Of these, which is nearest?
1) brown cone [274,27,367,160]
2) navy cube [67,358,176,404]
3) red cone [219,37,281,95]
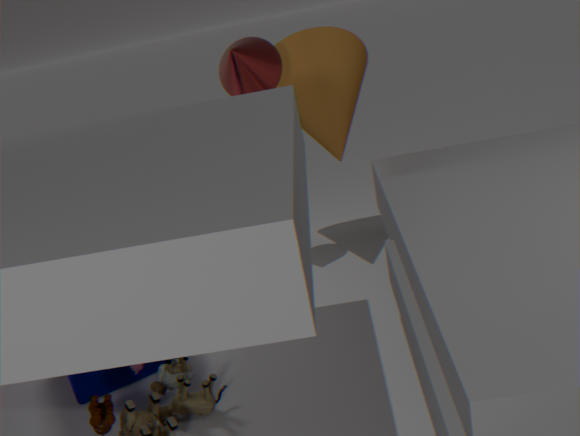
3. red cone [219,37,281,95]
